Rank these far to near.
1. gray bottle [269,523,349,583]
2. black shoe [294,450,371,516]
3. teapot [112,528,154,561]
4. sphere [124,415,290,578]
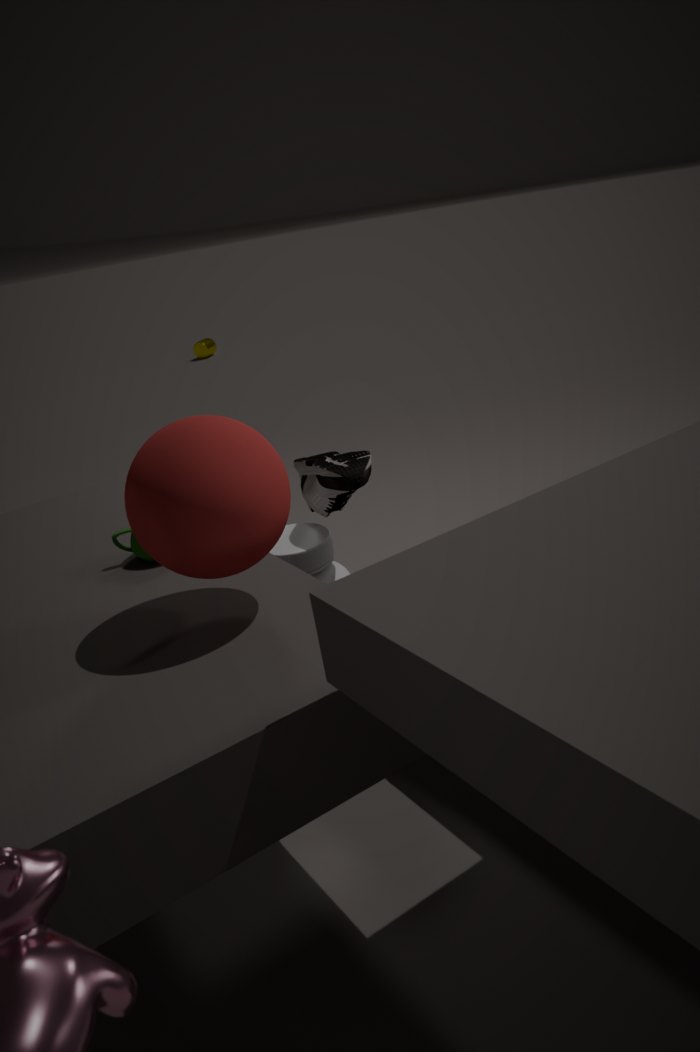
gray bottle [269,523,349,583], black shoe [294,450,371,516], teapot [112,528,154,561], sphere [124,415,290,578]
